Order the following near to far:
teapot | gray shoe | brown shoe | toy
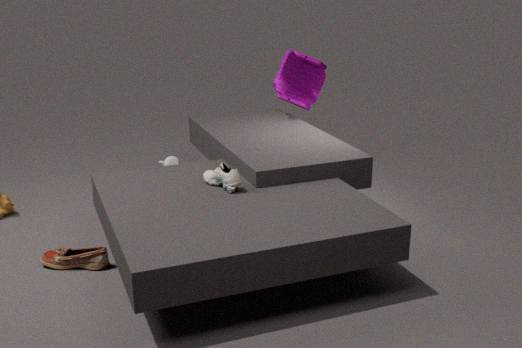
brown shoe → gray shoe → toy → teapot
